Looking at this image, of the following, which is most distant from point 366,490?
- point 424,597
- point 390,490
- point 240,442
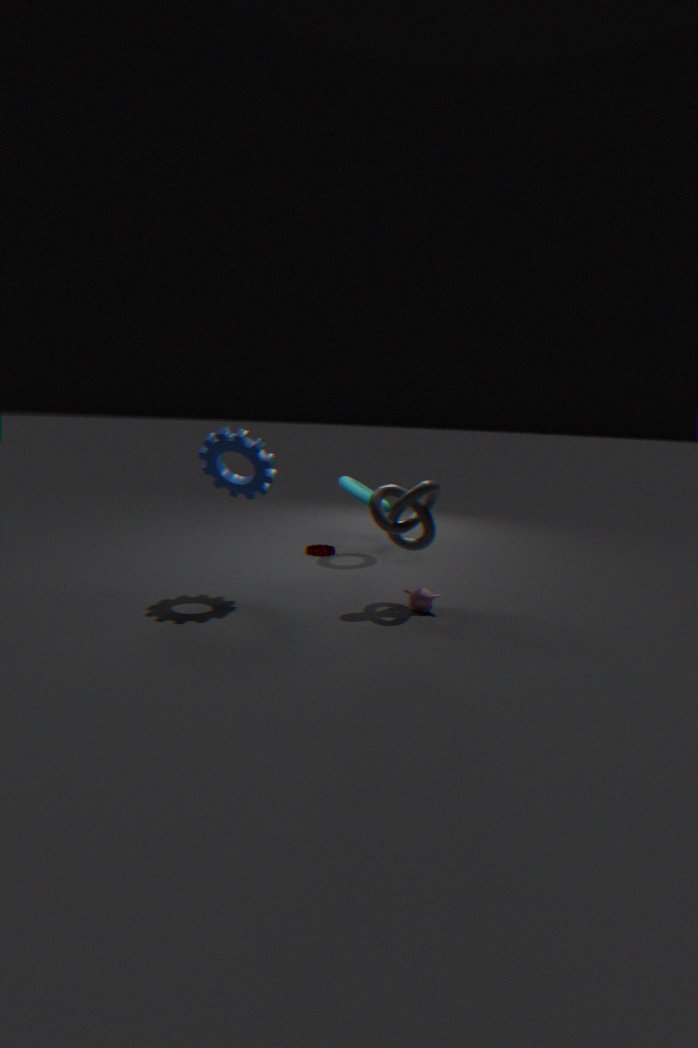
point 424,597
